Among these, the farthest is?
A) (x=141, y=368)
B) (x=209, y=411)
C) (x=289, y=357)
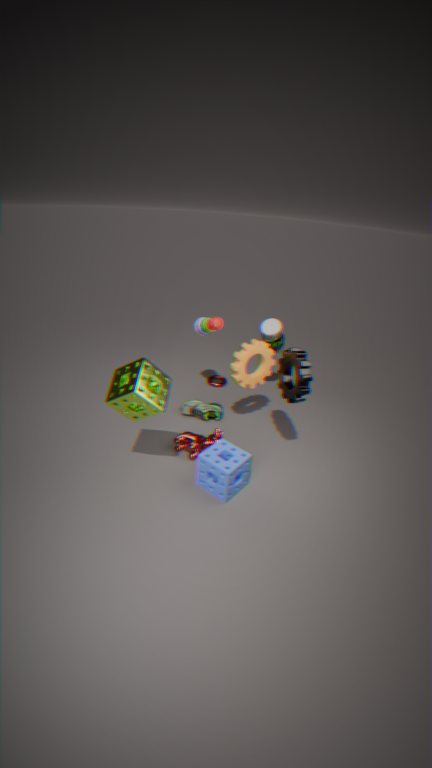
(x=209, y=411)
